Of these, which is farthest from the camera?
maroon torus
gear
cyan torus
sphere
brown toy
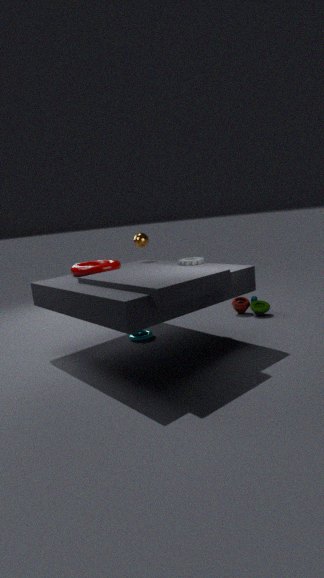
sphere
